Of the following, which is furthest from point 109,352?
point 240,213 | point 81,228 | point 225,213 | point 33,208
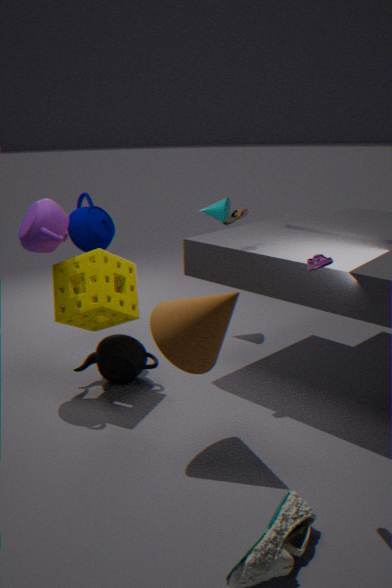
point 225,213
